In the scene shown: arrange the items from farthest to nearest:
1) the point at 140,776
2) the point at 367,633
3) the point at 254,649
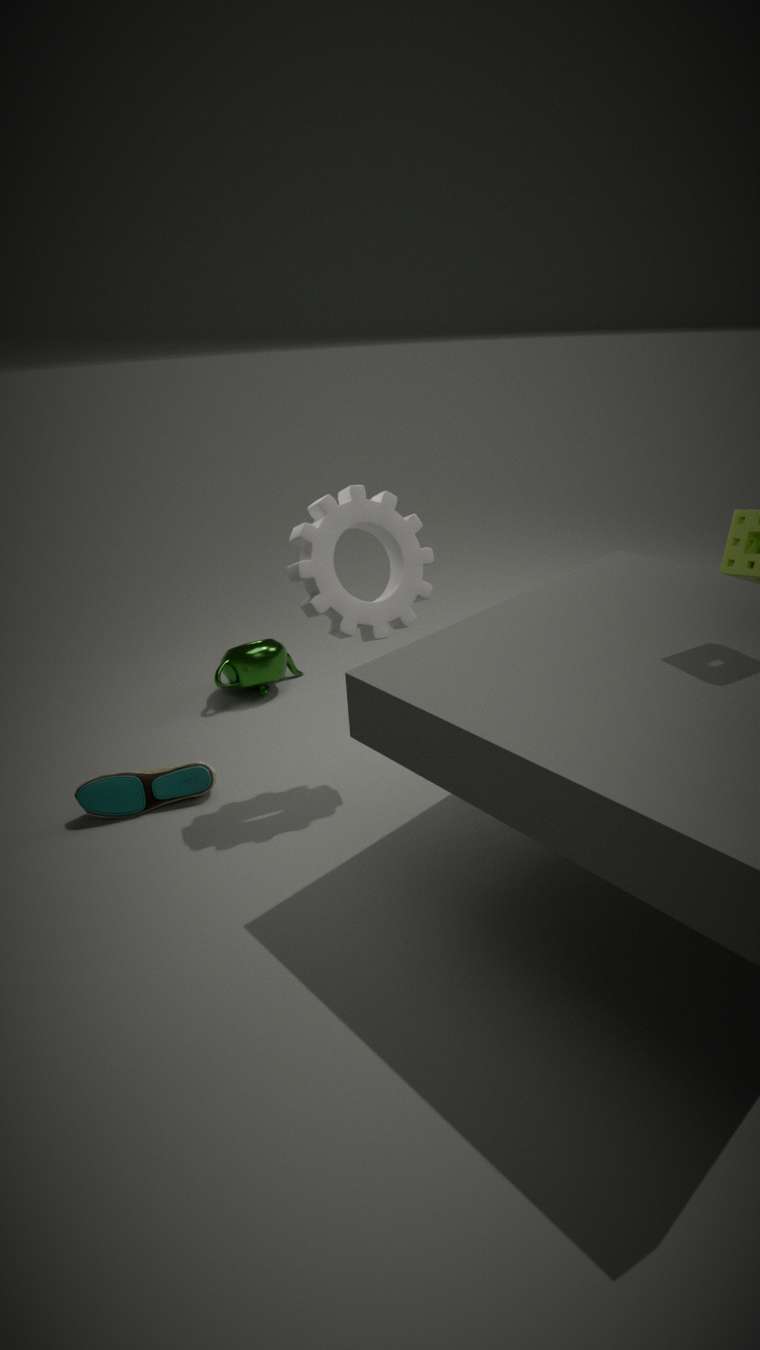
3. the point at 254,649
1. the point at 140,776
2. the point at 367,633
